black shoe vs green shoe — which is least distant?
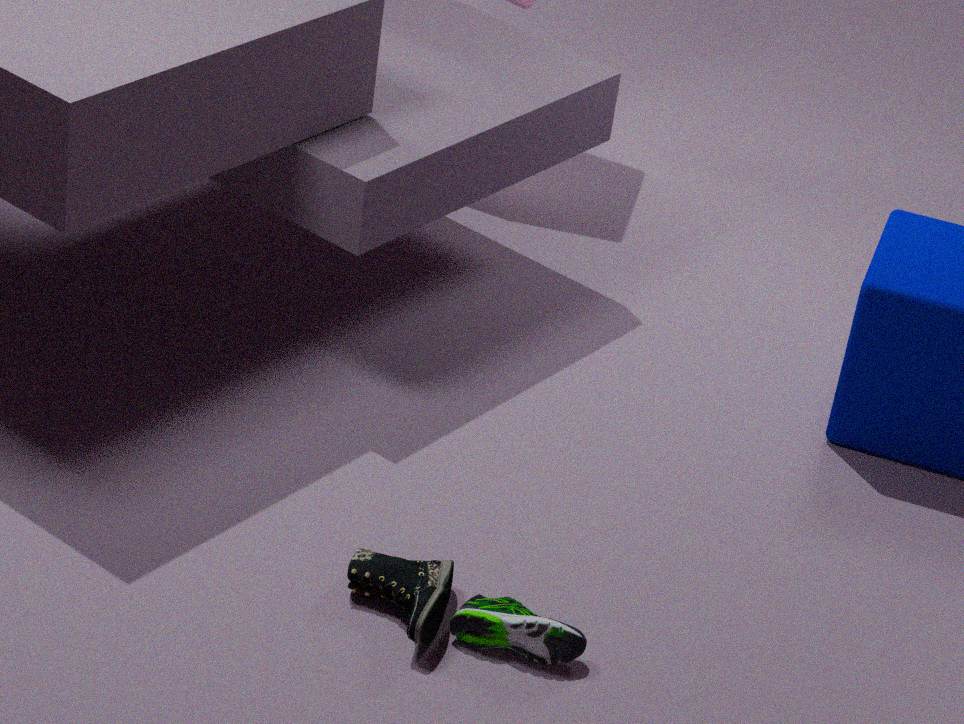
black shoe
